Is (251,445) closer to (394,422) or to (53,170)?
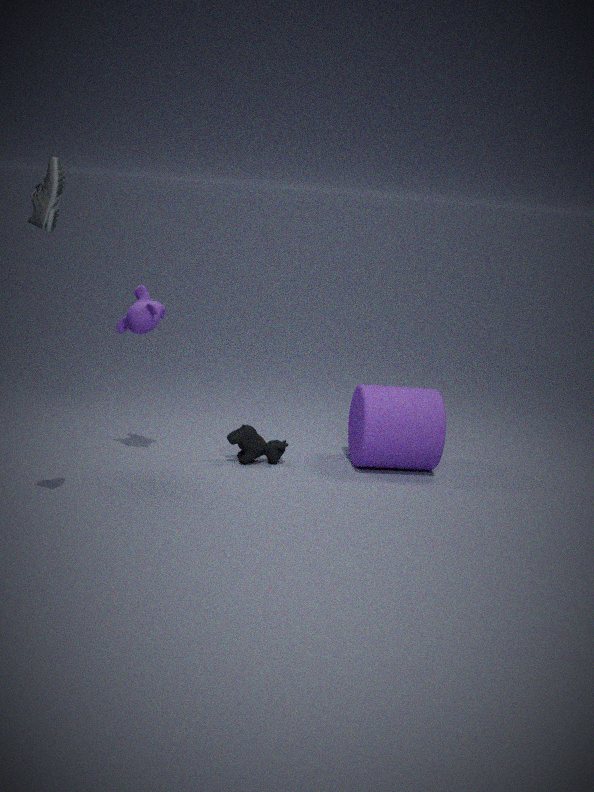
(394,422)
